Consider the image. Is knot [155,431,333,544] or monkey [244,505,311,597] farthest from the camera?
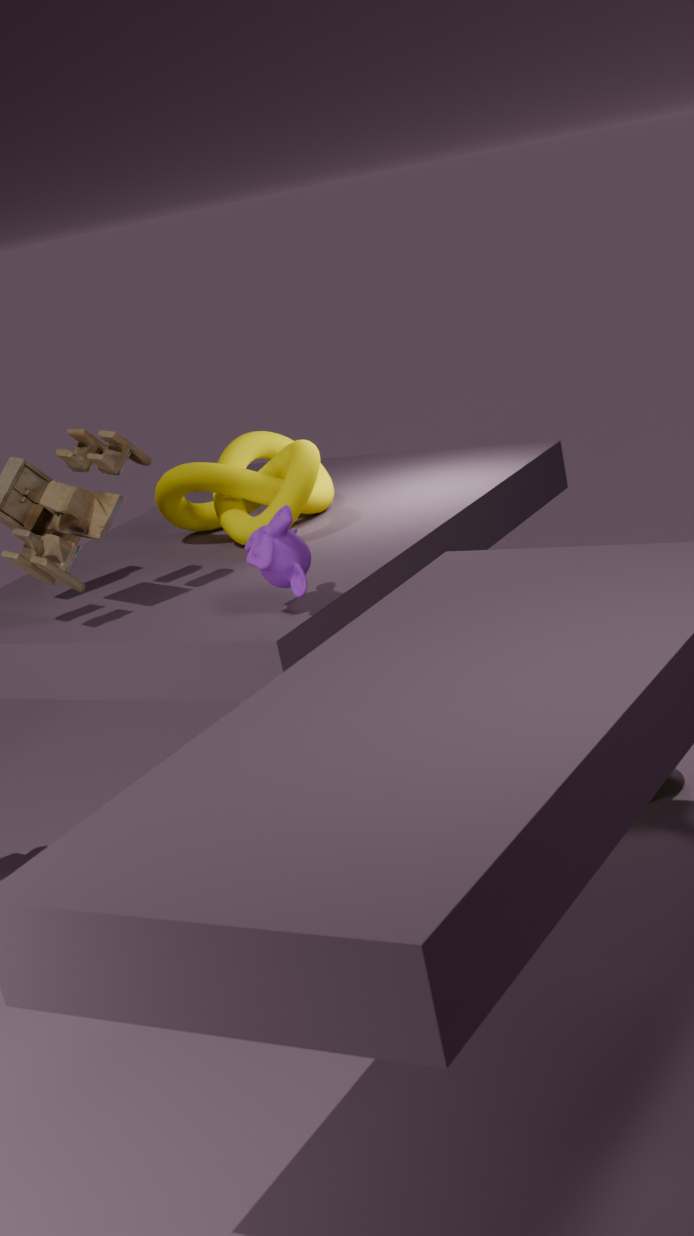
knot [155,431,333,544]
